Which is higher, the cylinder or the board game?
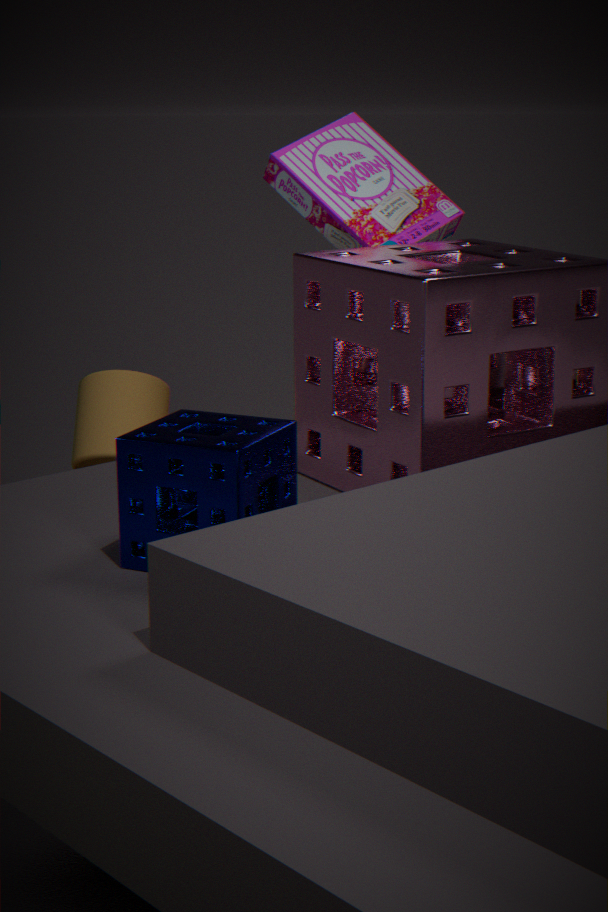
the board game
